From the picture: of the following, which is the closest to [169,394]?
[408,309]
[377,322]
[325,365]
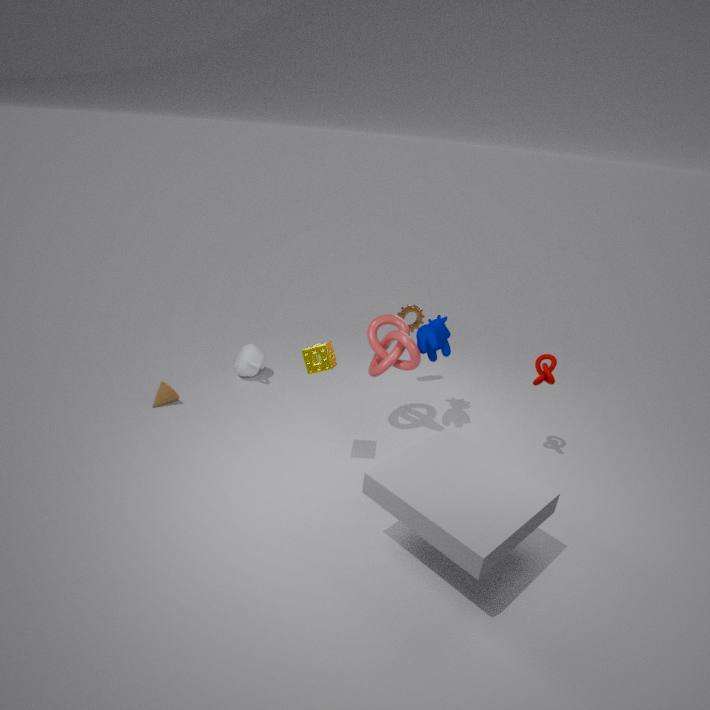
[325,365]
